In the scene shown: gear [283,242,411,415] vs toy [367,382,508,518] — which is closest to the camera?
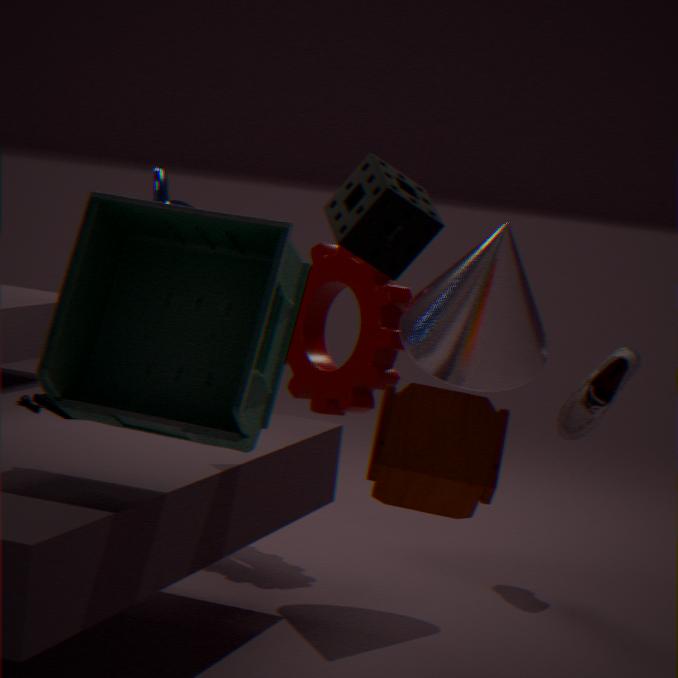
toy [367,382,508,518]
